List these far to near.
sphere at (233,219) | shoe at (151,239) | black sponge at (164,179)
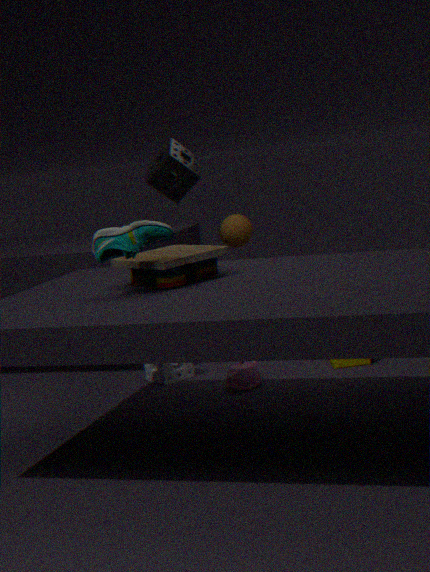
sphere at (233,219) → black sponge at (164,179) → shoe at (151,239)
